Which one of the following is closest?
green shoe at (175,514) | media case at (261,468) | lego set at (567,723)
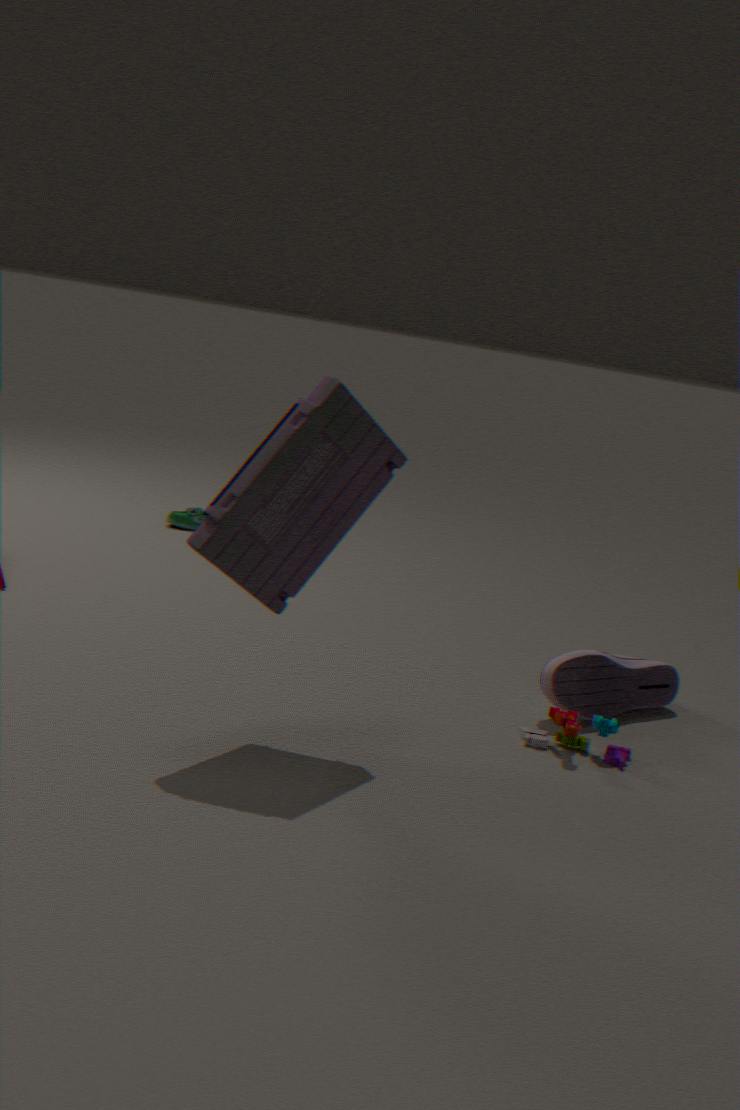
media case at (261,468)
